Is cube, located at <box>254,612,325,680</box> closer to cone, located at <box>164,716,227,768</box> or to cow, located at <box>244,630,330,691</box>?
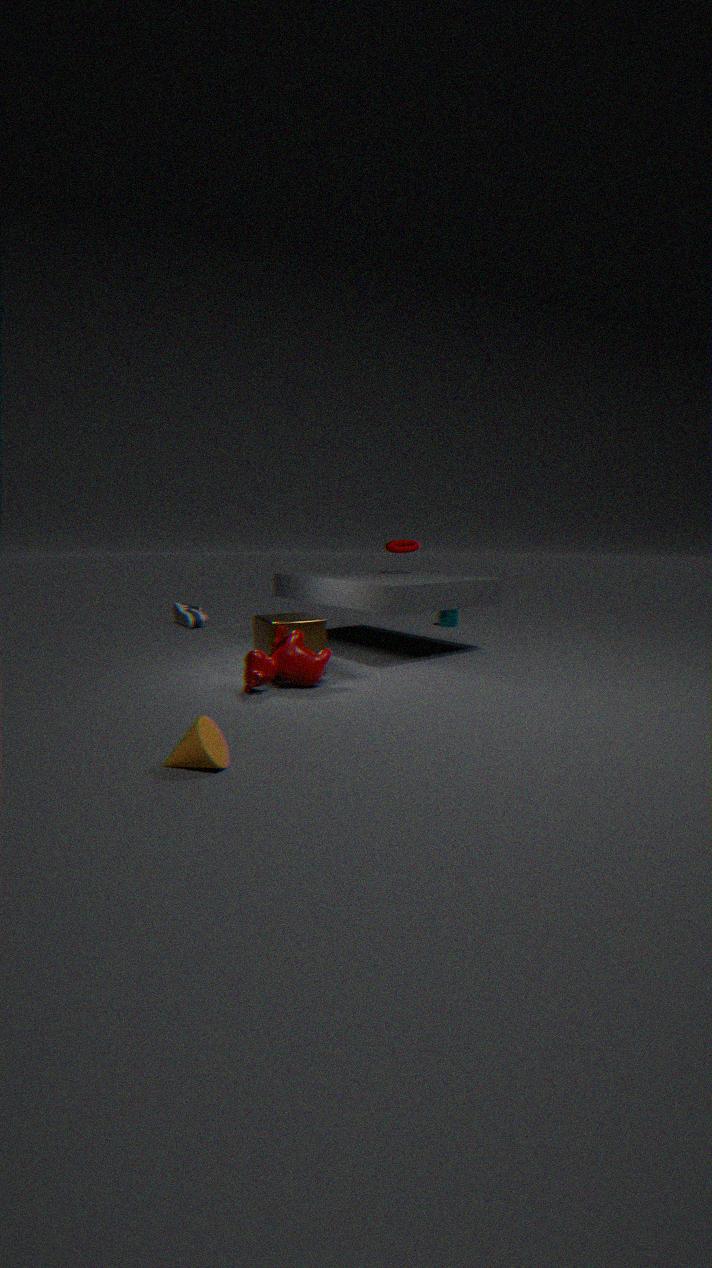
cow, located at <box>244,630,330,691</box>
